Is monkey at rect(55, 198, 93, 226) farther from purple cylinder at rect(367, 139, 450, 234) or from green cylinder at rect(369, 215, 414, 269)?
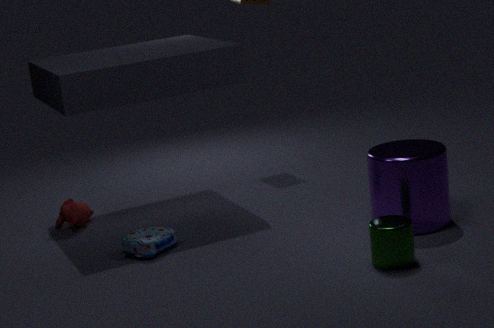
green cylinder at rect(369, 215, 414, 269)
